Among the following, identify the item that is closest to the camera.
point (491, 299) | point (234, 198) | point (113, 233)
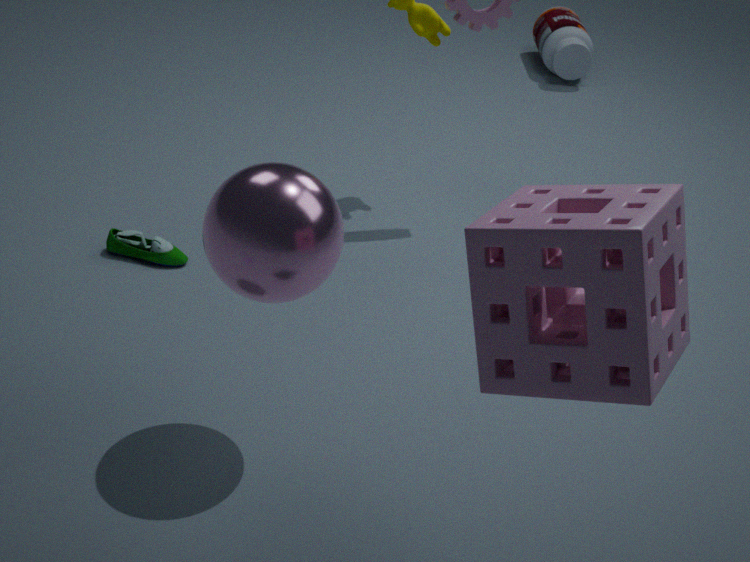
point (491, 299)
